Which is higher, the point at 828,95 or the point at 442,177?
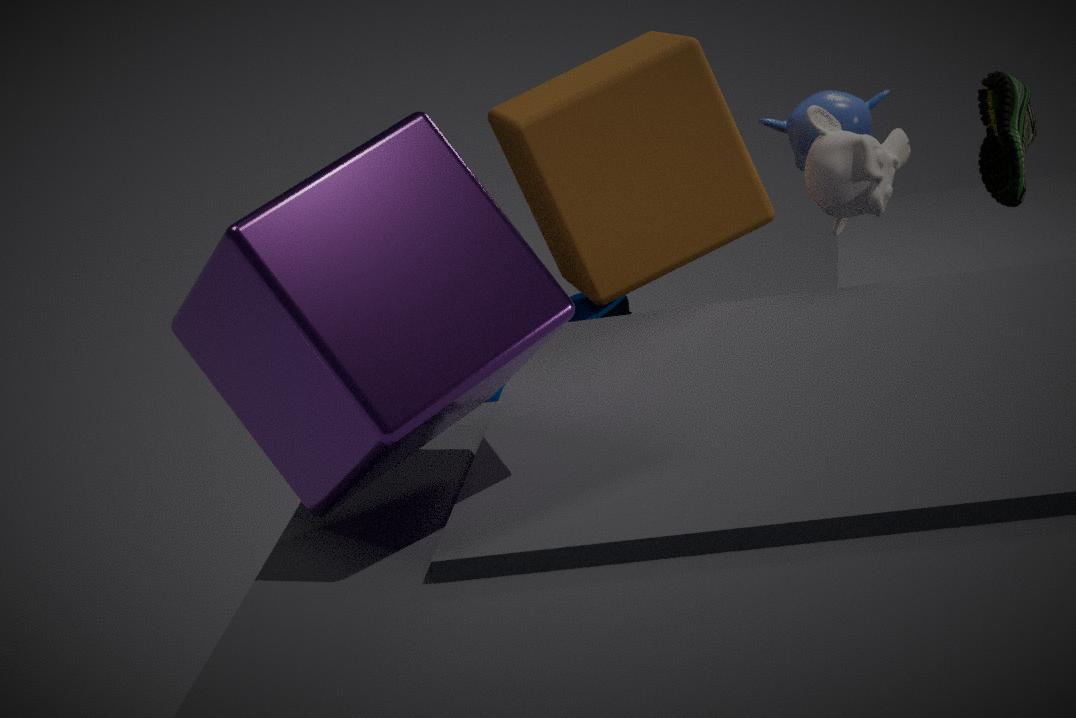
the point at 442,177
